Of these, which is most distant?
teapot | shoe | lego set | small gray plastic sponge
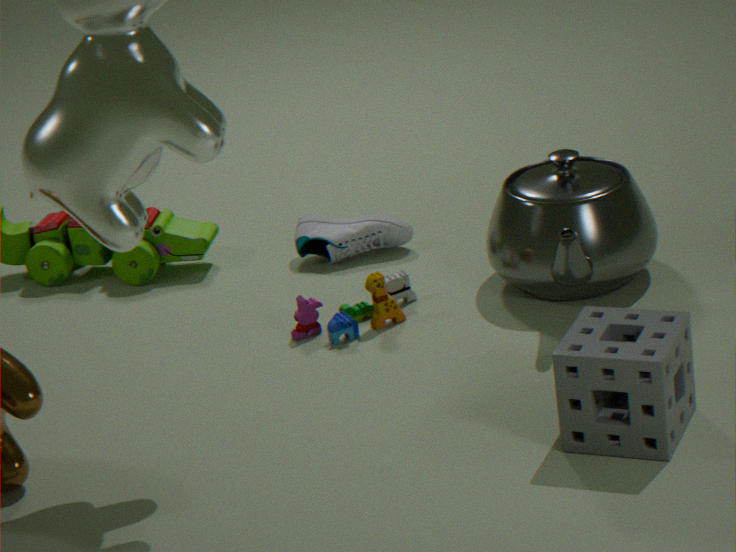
shoe
